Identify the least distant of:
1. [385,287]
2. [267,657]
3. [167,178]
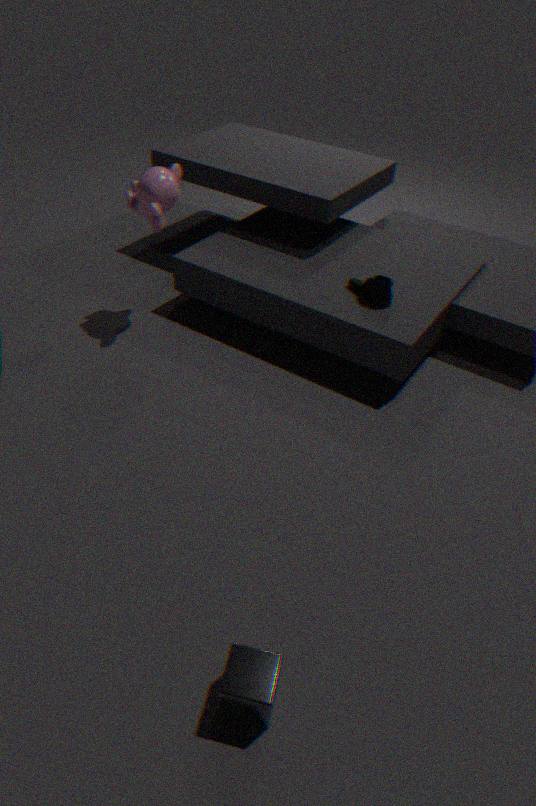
[267,657]
